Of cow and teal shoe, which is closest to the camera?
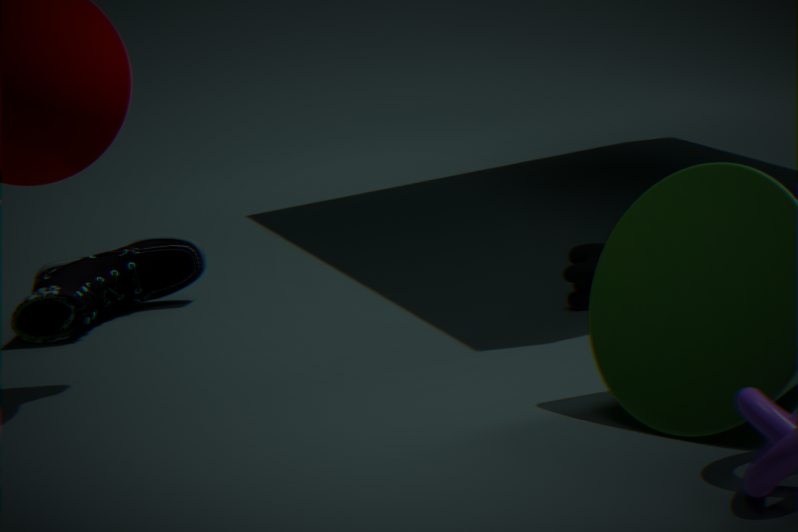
cow
